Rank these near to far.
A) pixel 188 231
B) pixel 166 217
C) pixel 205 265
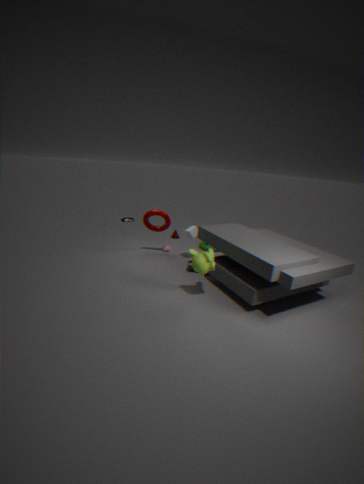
1. pixel 205 265
2. pixel 188 231
3. pixel 166 217
